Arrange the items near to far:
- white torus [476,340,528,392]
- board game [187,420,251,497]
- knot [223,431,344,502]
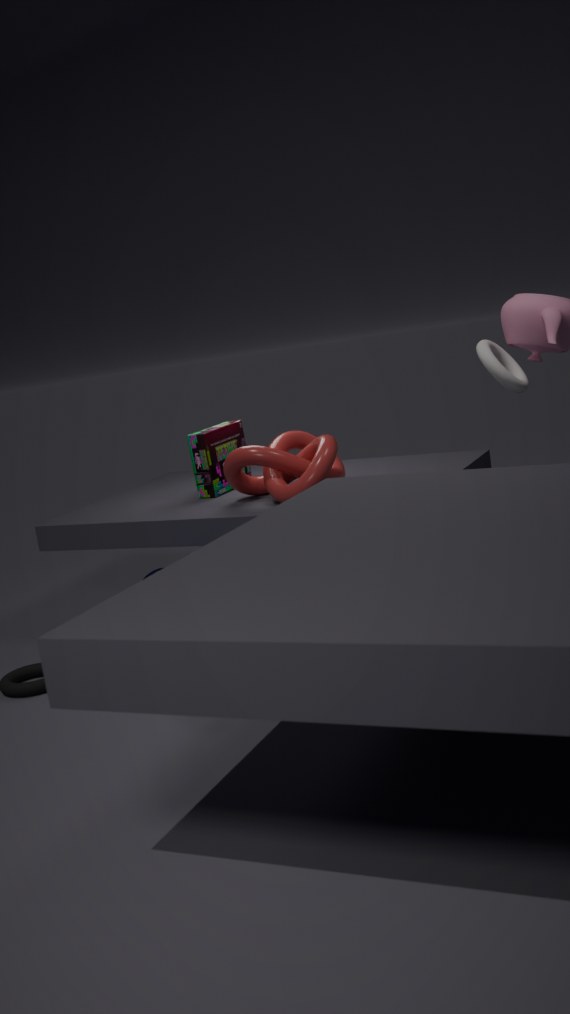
white torus [476,340,528,392]
knot [223,431,344,502]
board game [187,420,251,497]
